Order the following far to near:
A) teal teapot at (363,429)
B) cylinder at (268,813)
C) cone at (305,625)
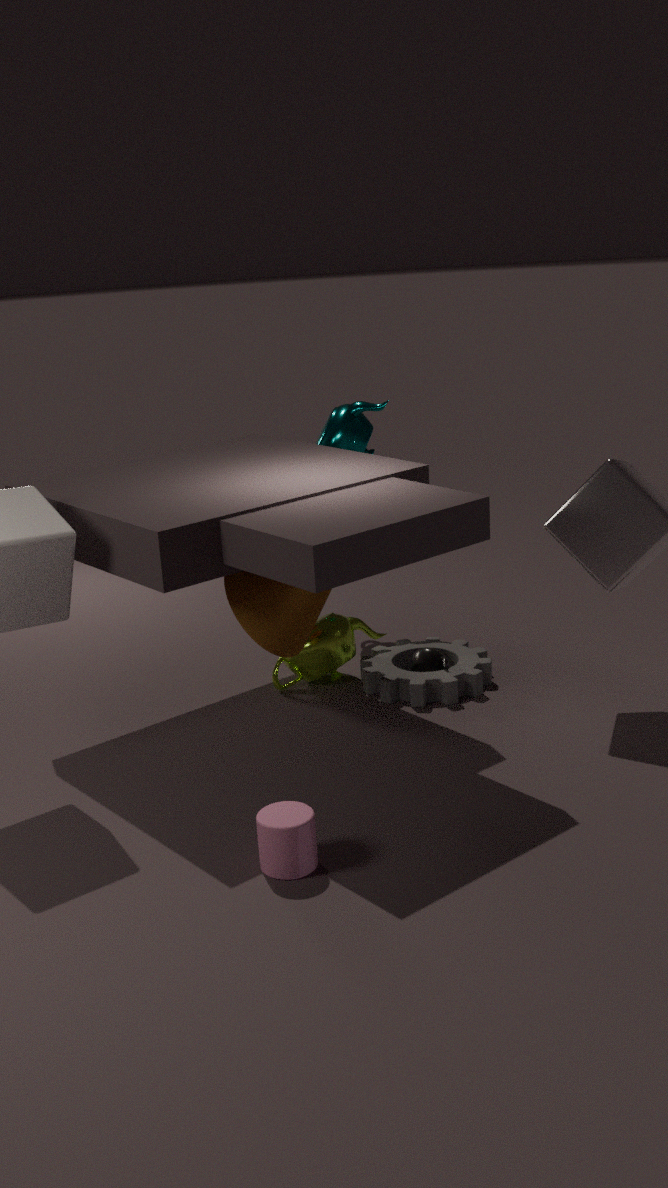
teal teapot at (363,429) → cone at (305,625) → cylinder at (268,813)
